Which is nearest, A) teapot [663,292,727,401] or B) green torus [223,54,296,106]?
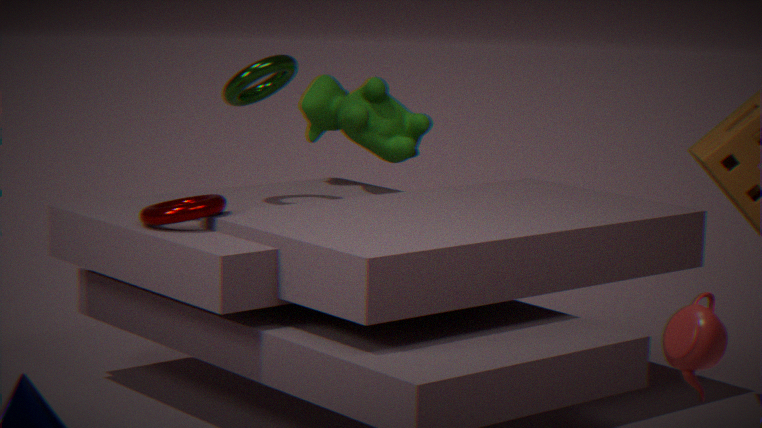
A. teapot [663,292,727,401]
